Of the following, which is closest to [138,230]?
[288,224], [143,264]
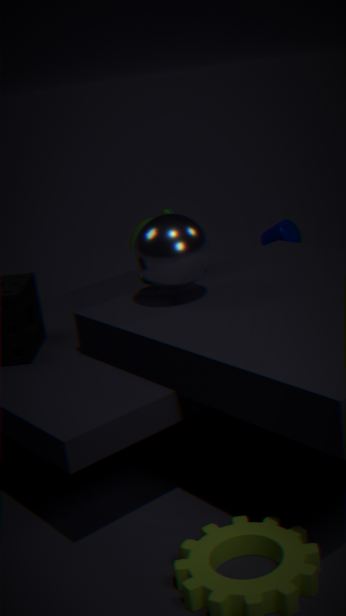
[143,264]
